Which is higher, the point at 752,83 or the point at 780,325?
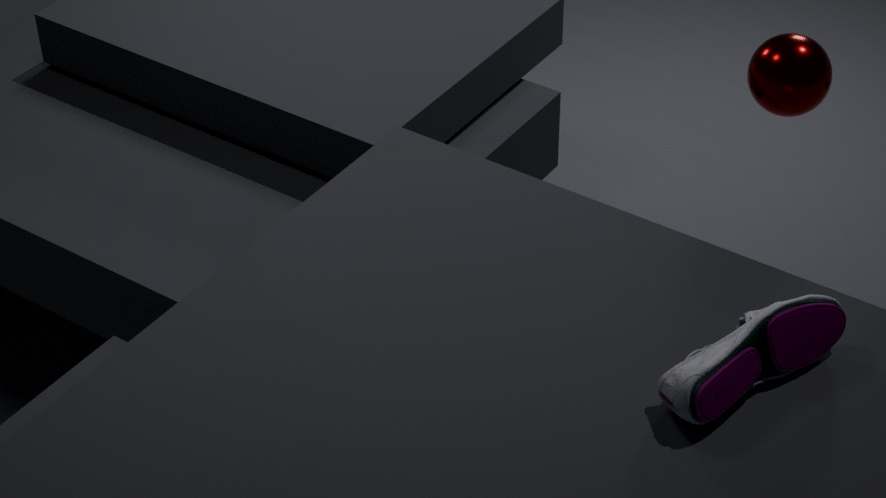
the point at 752,83
